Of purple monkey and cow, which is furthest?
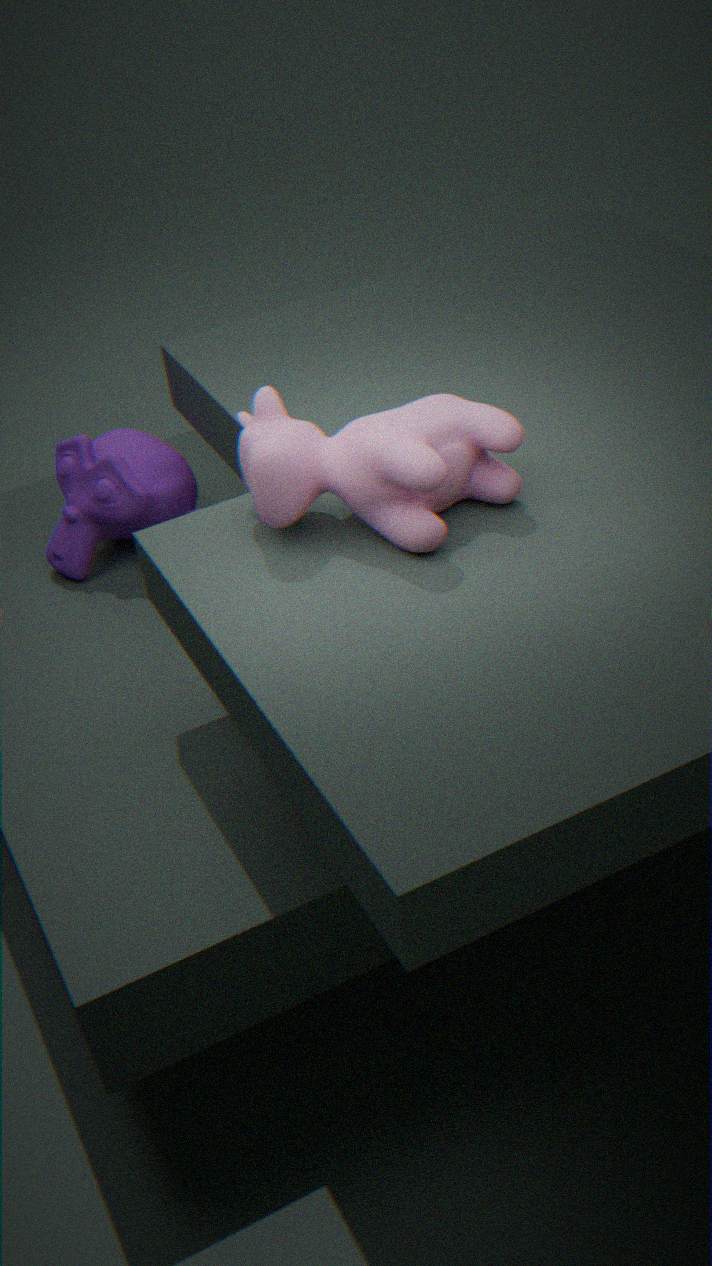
purple monkey
